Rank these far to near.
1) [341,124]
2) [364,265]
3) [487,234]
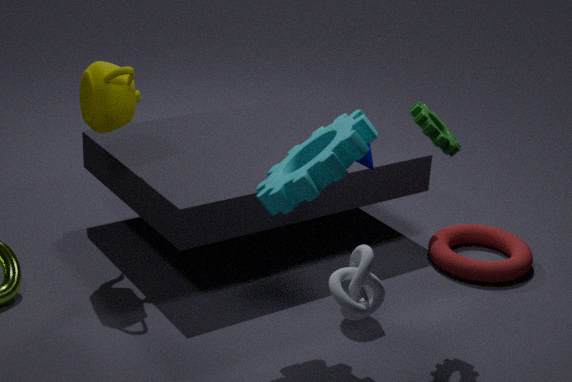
3. [487,234], 1. [341,124], 2. [364,265]
